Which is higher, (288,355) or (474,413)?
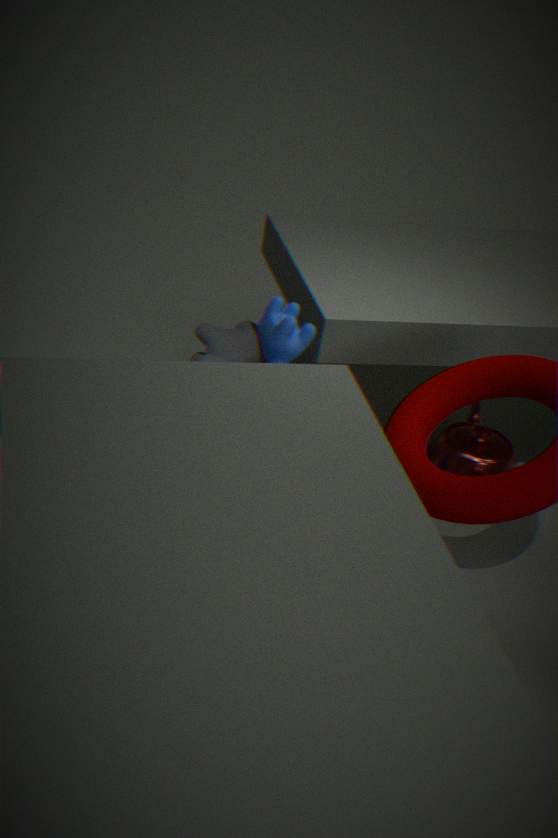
(288,355)
